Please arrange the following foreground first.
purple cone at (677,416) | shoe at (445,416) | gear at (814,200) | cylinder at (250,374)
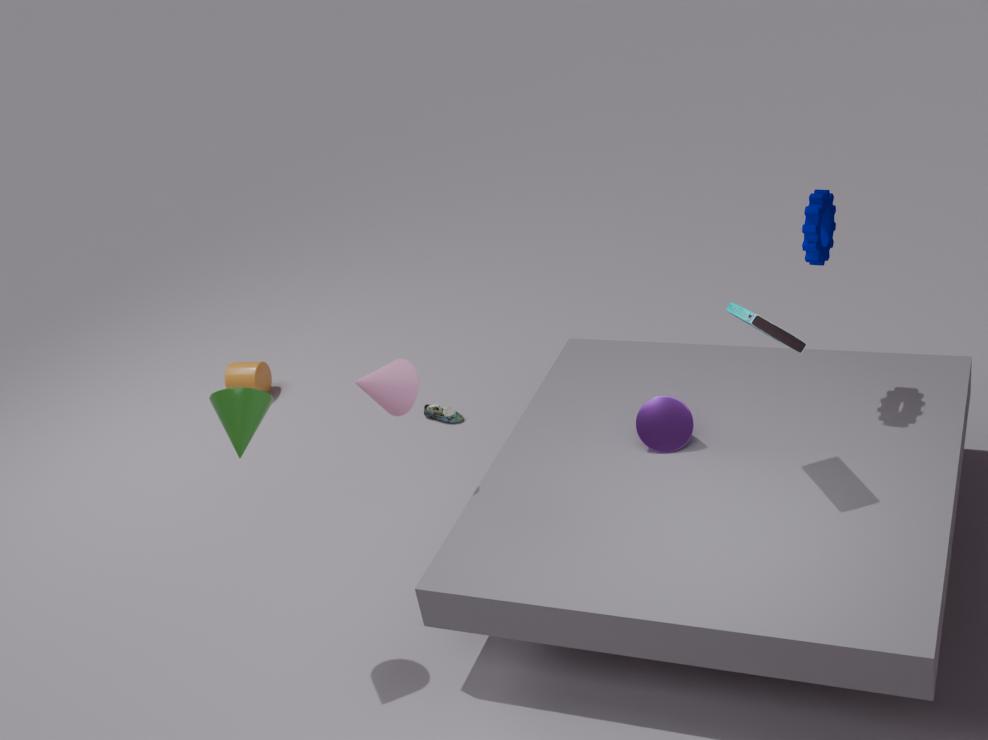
gear at (814,200), purple cone at (677,416), shoe at (445,416), cylinder at (250,374)
